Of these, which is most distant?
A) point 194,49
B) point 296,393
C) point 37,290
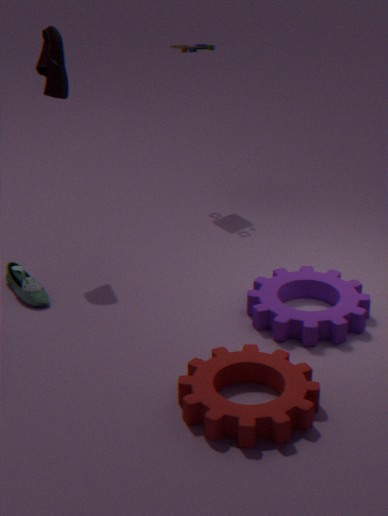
A. point 194,49
